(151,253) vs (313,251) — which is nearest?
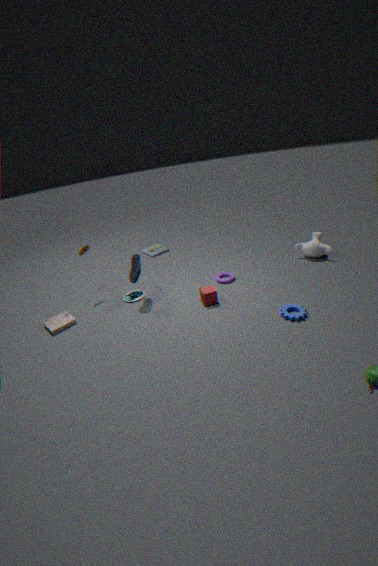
(313,251)
